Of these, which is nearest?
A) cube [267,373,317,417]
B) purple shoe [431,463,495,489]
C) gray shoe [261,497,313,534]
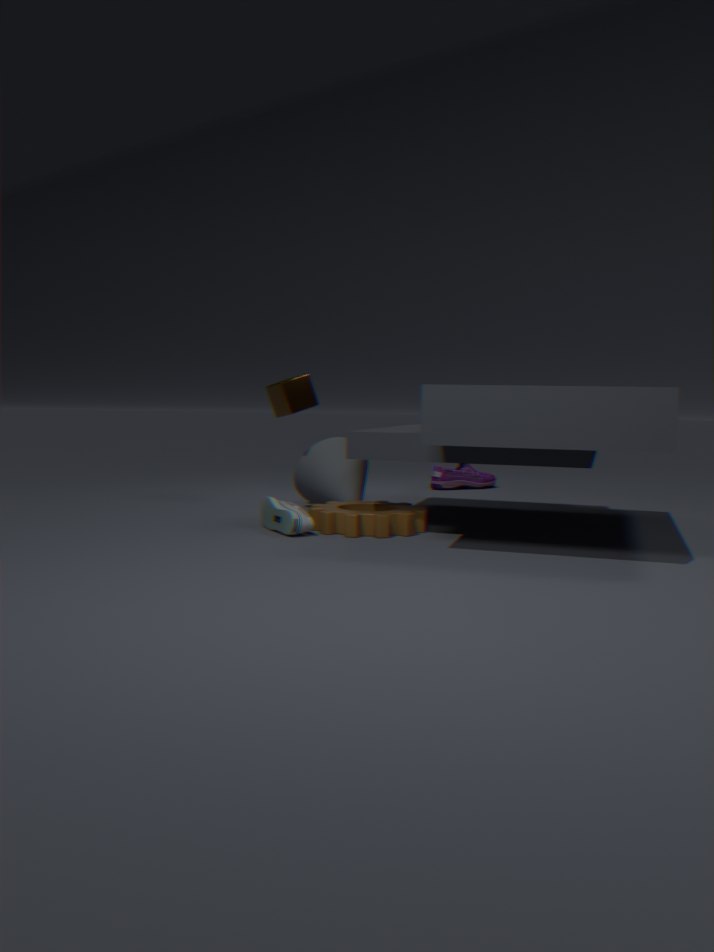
gray shoe [261,497,313,534]
